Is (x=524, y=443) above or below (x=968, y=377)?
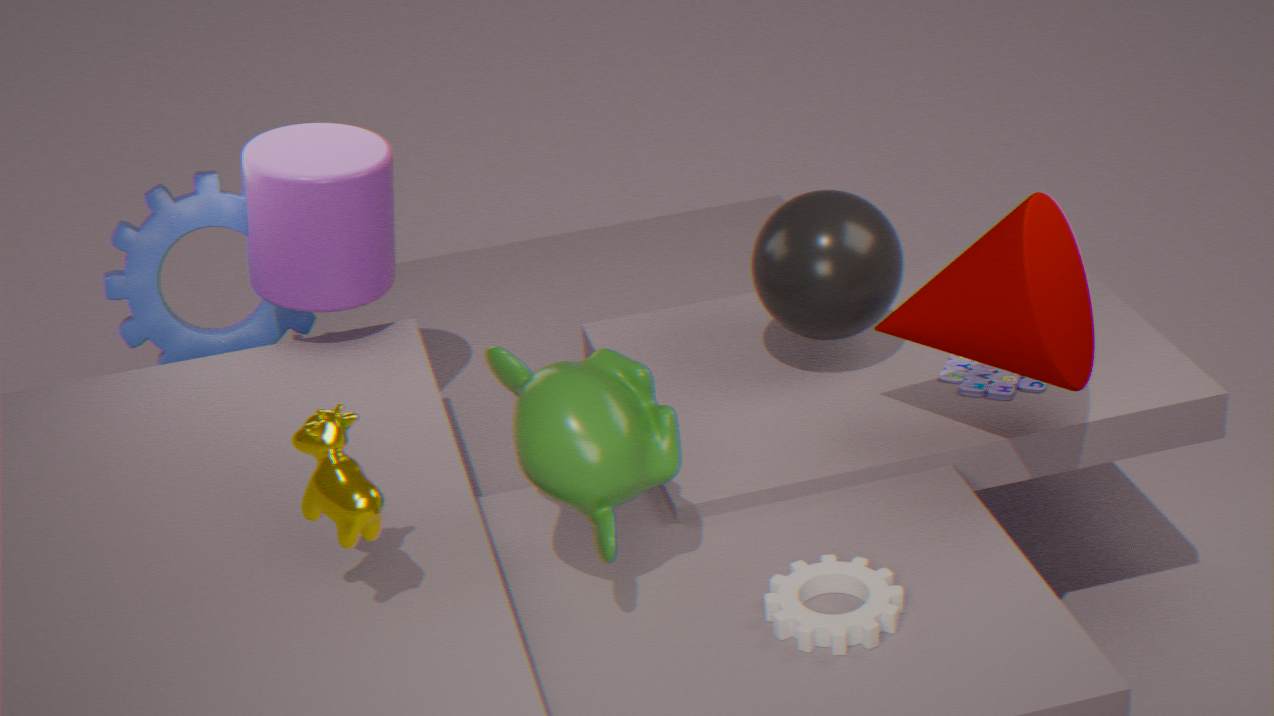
above
